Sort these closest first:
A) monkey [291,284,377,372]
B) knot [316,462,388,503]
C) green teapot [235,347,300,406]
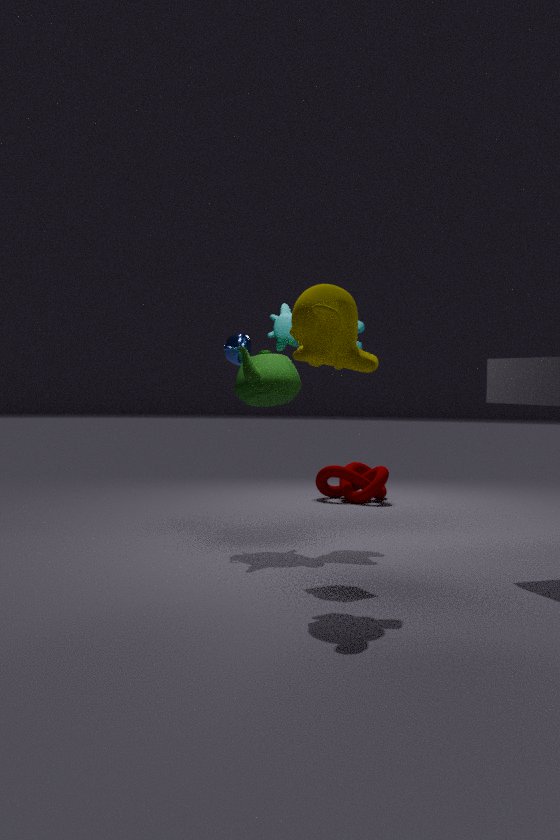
monkey [291,284,377,372], green teapot [235,347,300,406], knot [316,462,388,503]
